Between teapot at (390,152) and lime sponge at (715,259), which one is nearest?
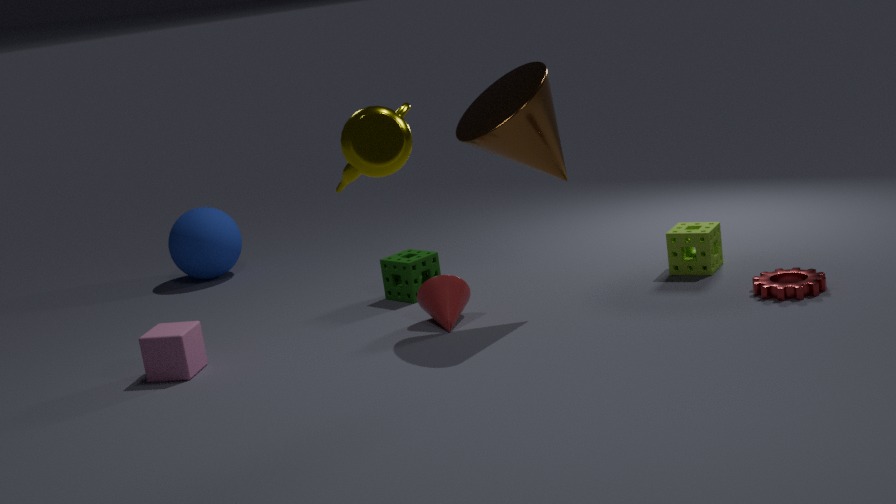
teapot at (390,152)
